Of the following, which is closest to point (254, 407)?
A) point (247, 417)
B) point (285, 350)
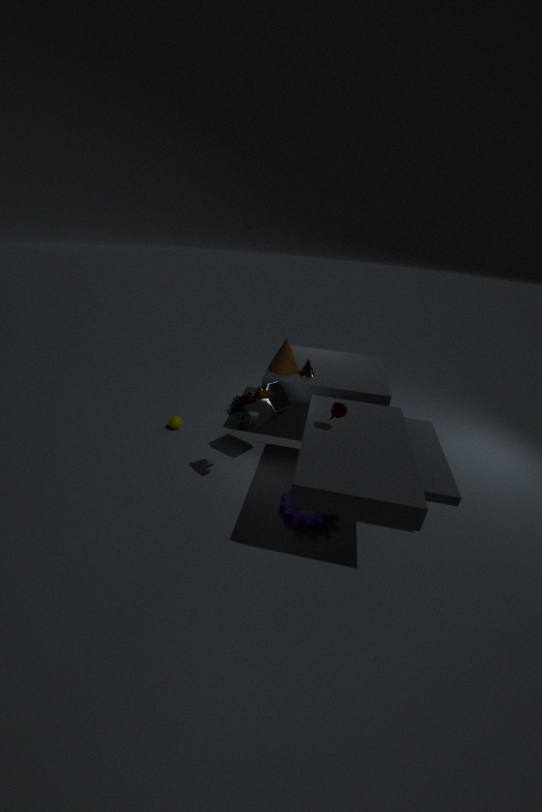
point (247, 417)
